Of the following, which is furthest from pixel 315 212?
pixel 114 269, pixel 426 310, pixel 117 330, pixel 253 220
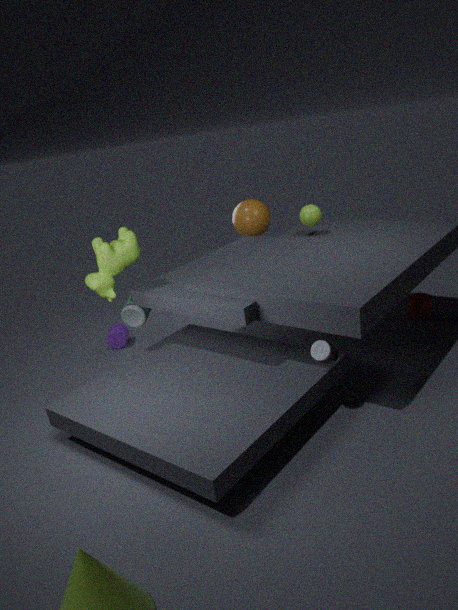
pixel 117 330
